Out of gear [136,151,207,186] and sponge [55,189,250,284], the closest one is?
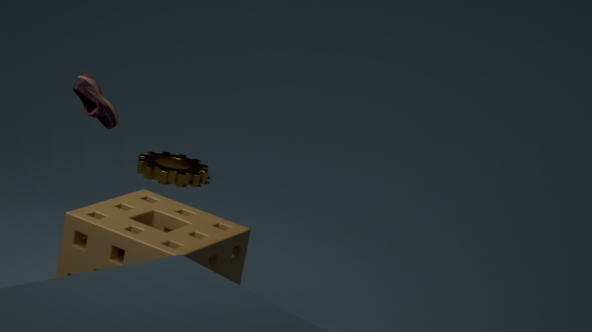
sponge [55,189,250,284]
